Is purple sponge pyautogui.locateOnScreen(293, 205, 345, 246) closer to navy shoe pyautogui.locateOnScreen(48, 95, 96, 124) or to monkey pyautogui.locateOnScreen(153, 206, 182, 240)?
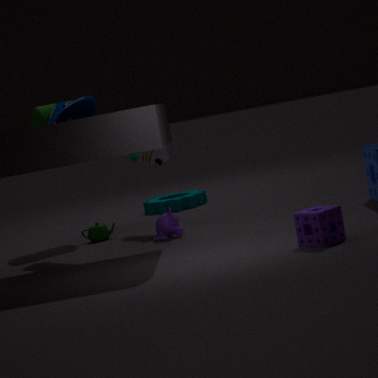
monkey pyautogui.locateOnScreen(153, 206, 182, 240)
